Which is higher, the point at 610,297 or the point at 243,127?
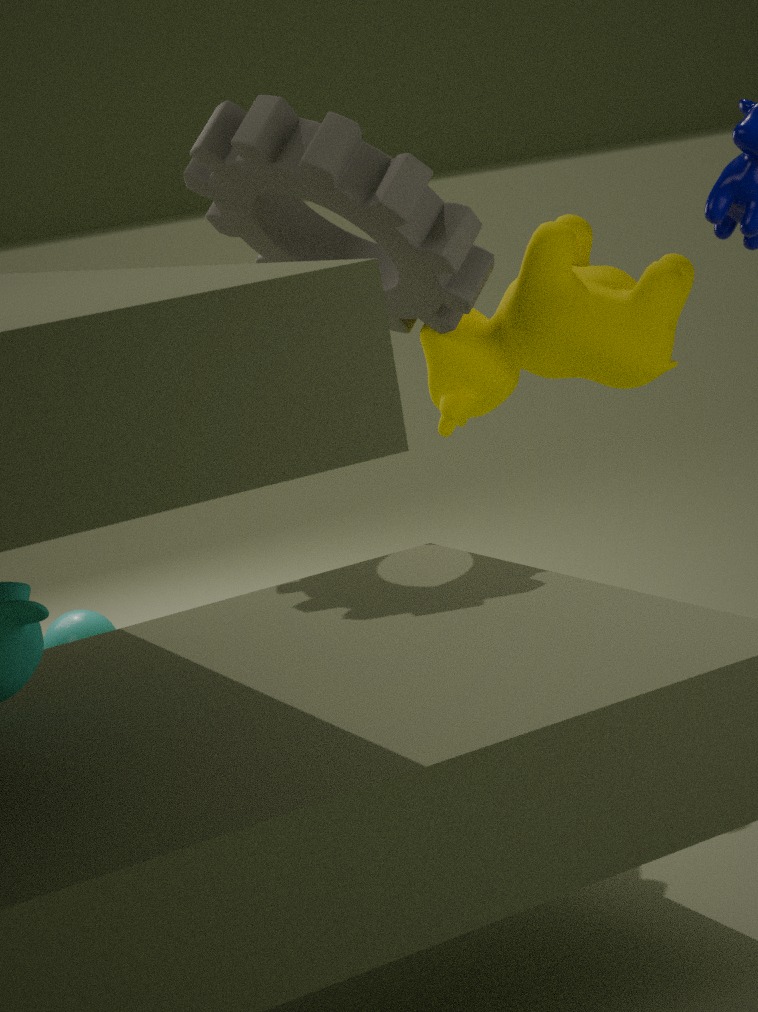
the point at 243,127
